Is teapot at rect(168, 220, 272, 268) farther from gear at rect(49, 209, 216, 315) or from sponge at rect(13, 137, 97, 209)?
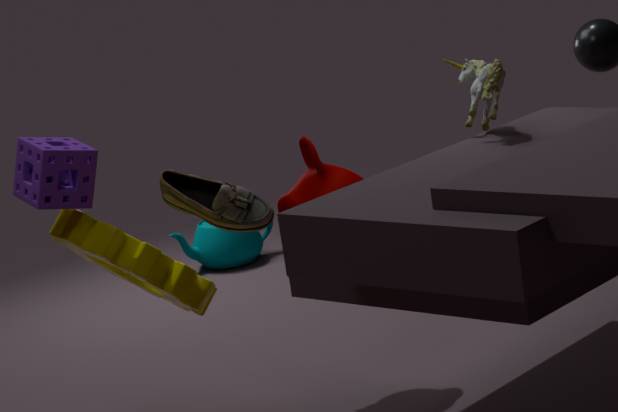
sponge at rect(13, 137, 97, 209)
